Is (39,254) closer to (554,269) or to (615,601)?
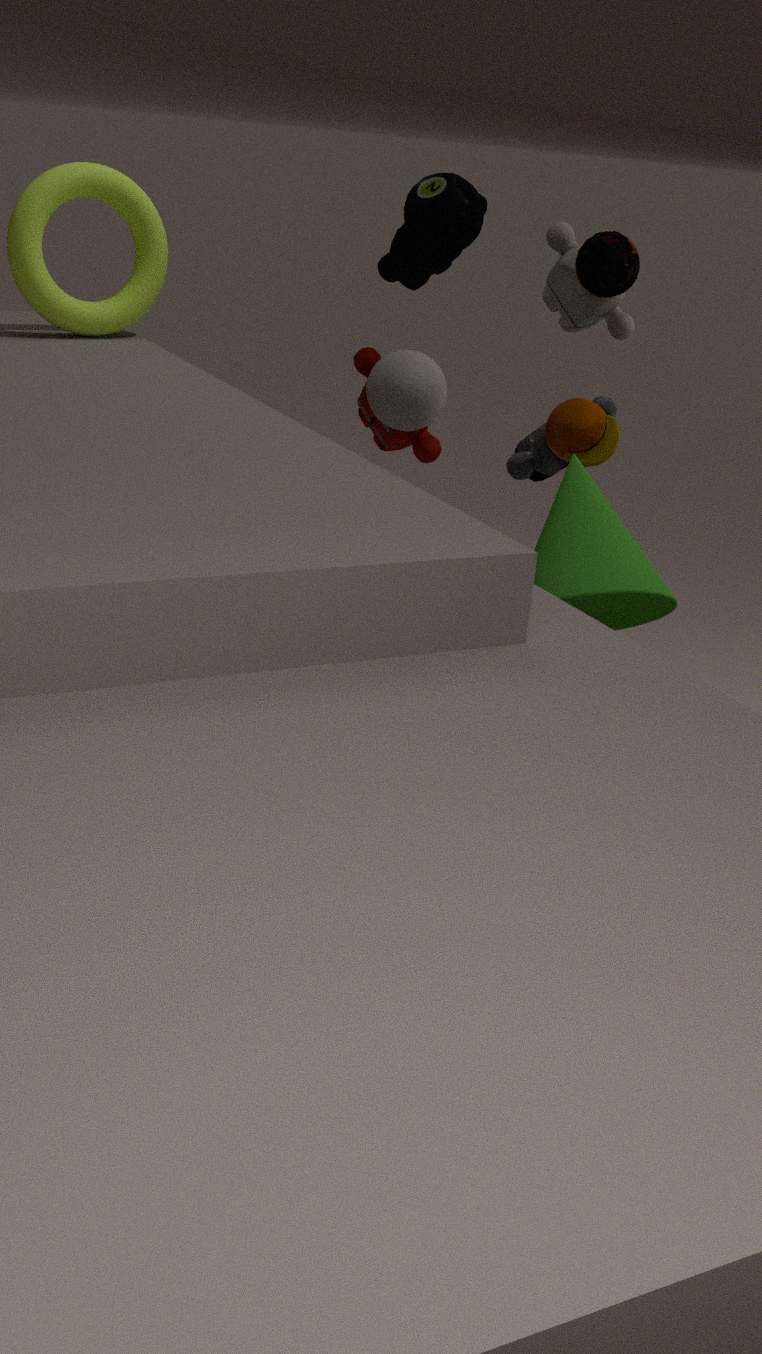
(554,269)
